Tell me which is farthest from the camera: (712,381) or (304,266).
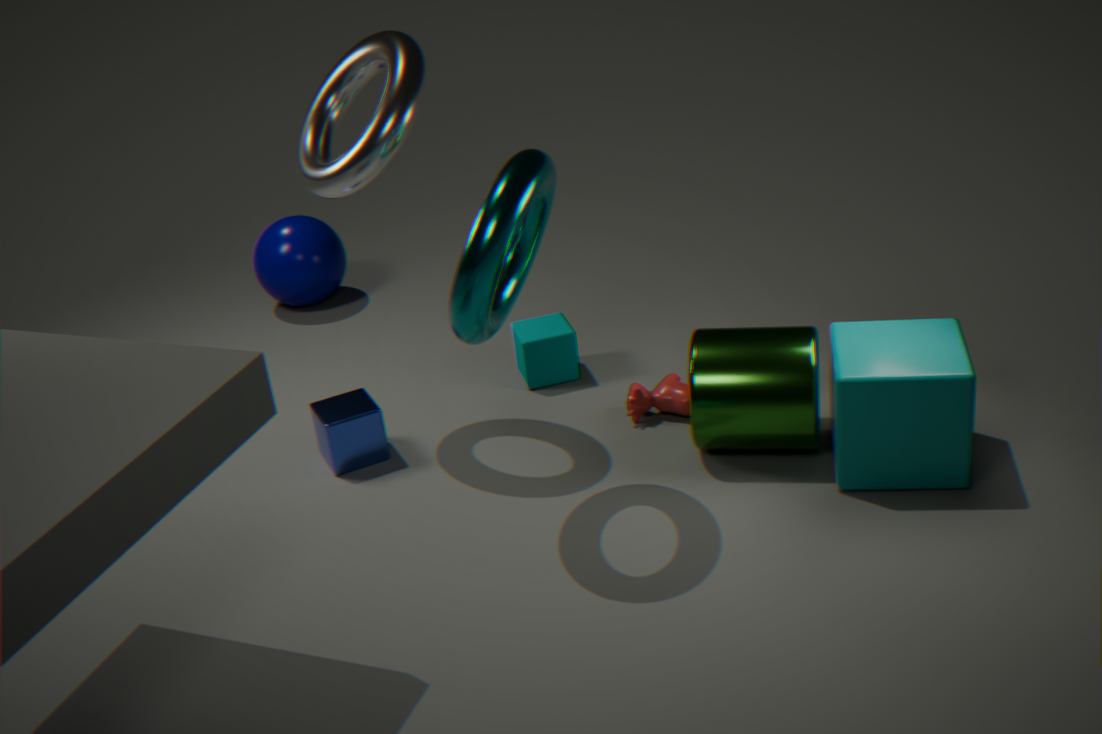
(304,266)
